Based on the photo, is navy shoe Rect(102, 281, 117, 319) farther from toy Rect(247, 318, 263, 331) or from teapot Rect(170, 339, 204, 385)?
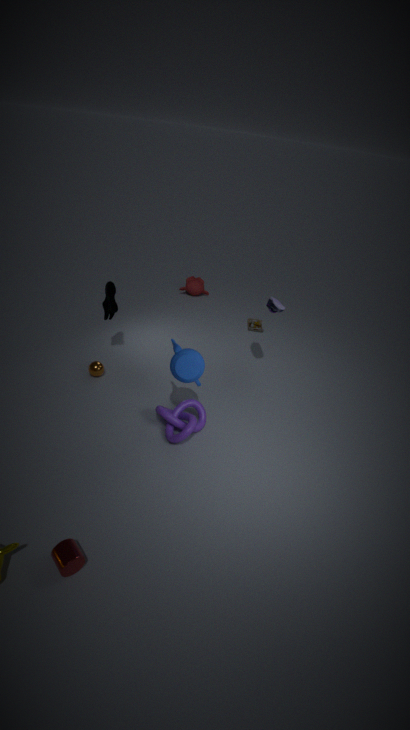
toy Rect(247, 318, 263, 331)
